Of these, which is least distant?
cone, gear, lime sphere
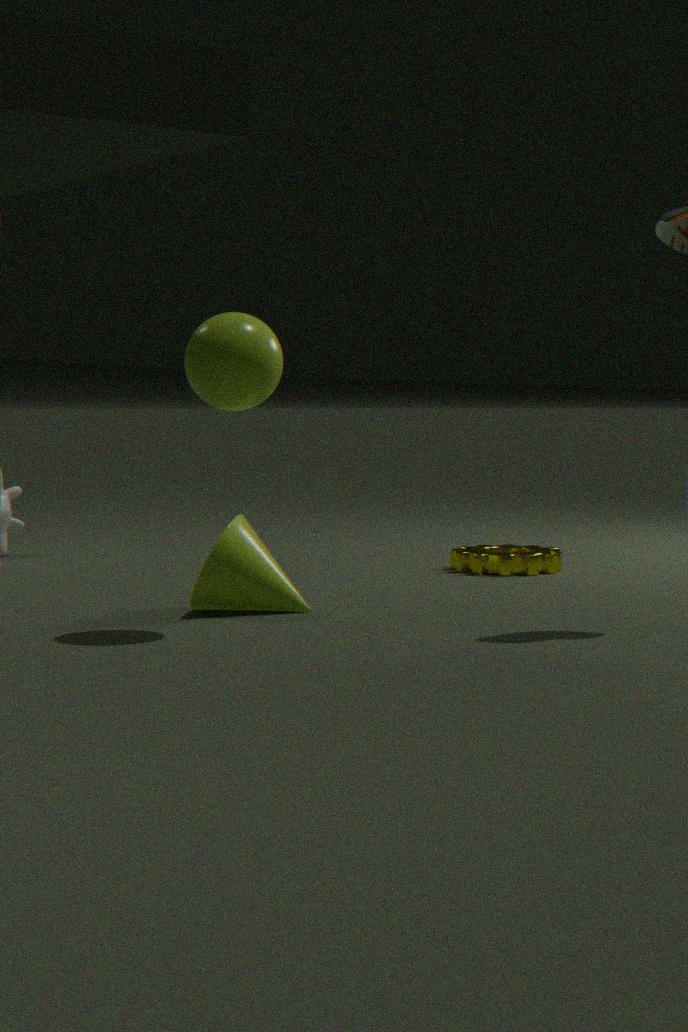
lime sphere
